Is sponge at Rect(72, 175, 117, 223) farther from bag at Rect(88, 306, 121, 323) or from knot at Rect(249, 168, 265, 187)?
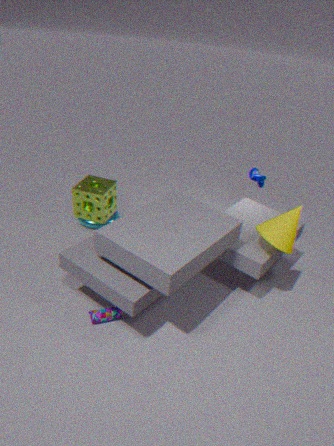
knot at Rect(249, 168, 265, 187)
